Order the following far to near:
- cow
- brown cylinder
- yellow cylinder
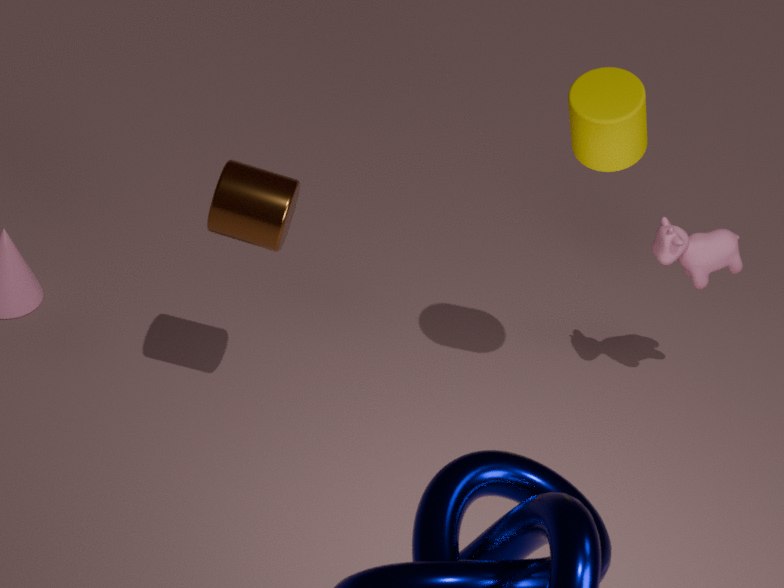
cow < brown cylinder < yellow cylinder
